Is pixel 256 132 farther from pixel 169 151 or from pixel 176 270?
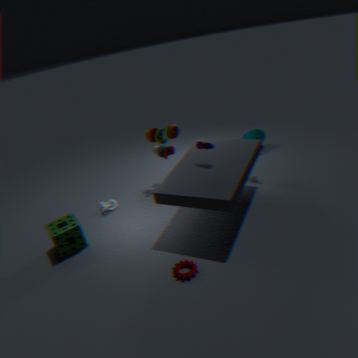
pixel 176 270
